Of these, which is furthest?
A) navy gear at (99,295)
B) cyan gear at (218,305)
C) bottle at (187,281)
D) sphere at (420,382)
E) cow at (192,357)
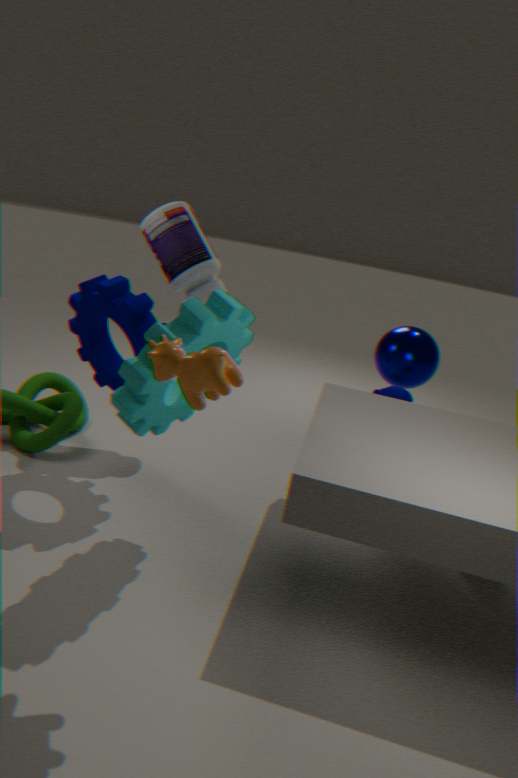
sphere at (420,382)
